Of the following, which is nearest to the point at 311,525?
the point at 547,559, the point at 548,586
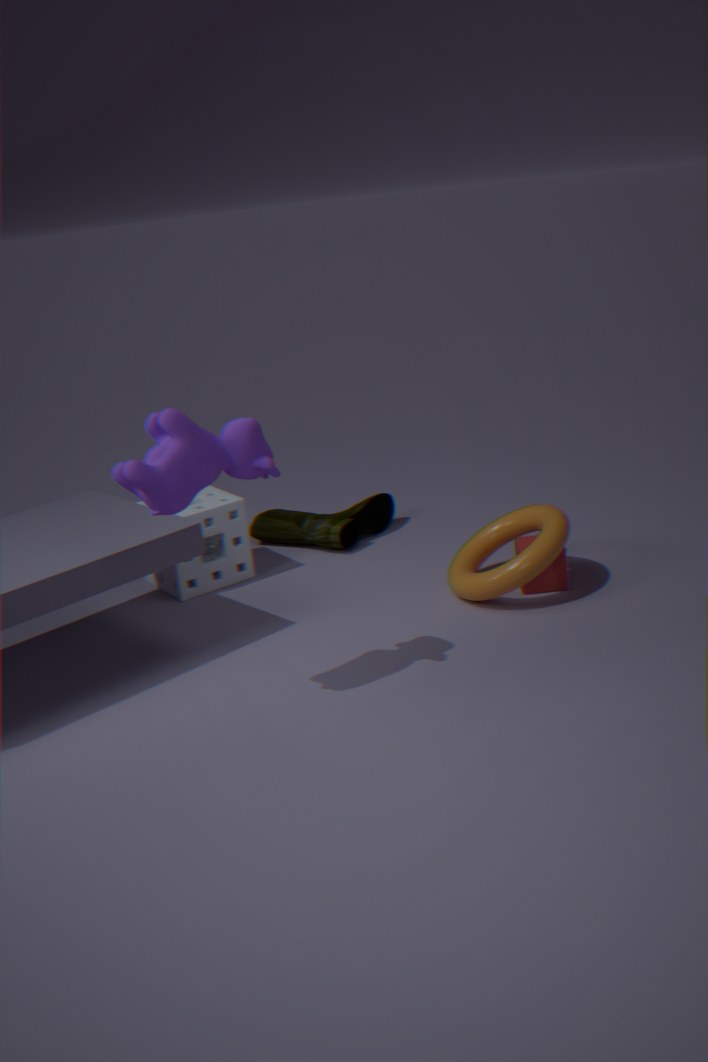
the point at 547,559
